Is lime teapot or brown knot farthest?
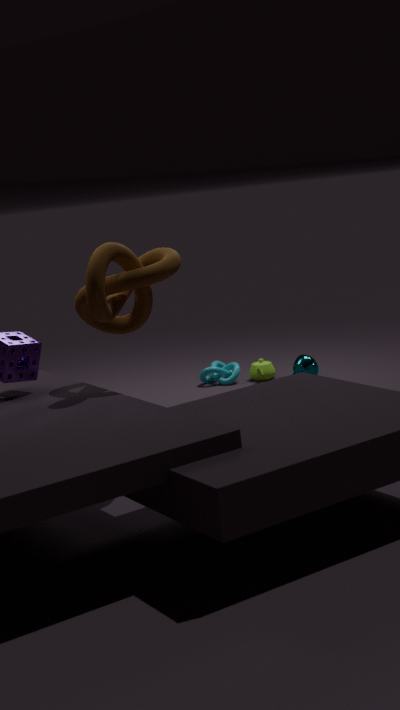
lime teapot
